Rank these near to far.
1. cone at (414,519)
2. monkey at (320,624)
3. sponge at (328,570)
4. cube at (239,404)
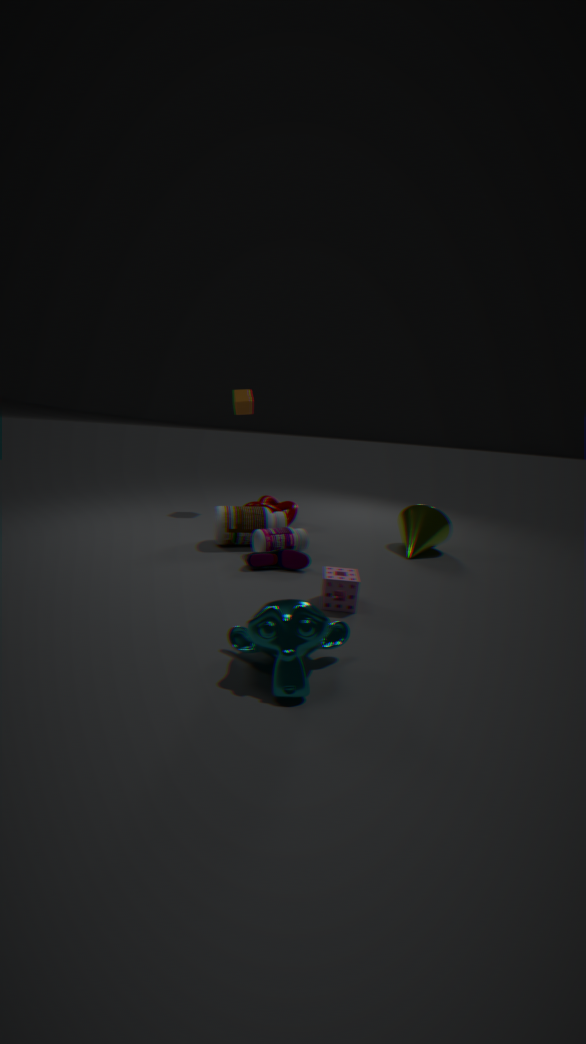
monkey at (320,624)
sponge at (328,570)
cone at (414,519)
cube at (239,404)
